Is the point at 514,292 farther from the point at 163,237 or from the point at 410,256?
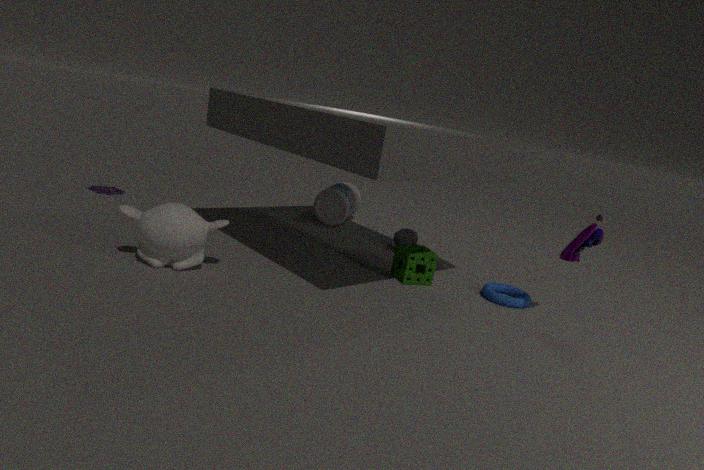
the point at 163,237
